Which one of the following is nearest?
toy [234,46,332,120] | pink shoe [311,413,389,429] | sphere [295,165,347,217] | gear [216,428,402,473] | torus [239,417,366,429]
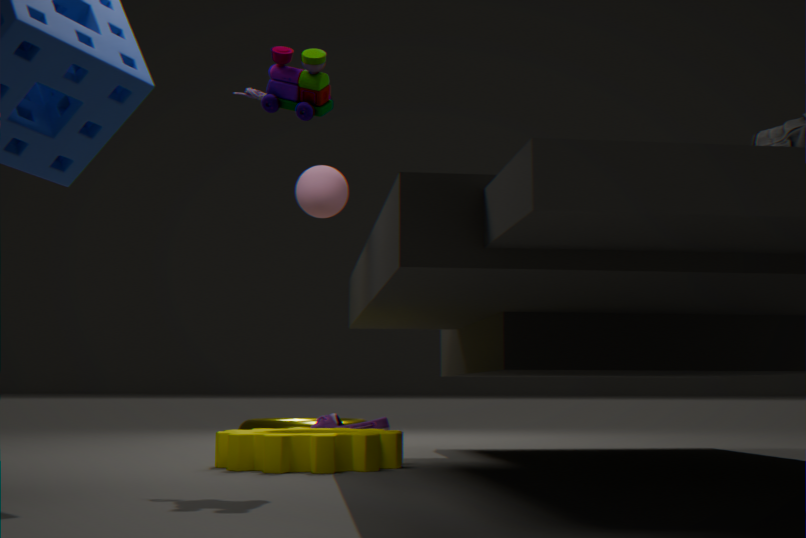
toy [234,46,332,120]
